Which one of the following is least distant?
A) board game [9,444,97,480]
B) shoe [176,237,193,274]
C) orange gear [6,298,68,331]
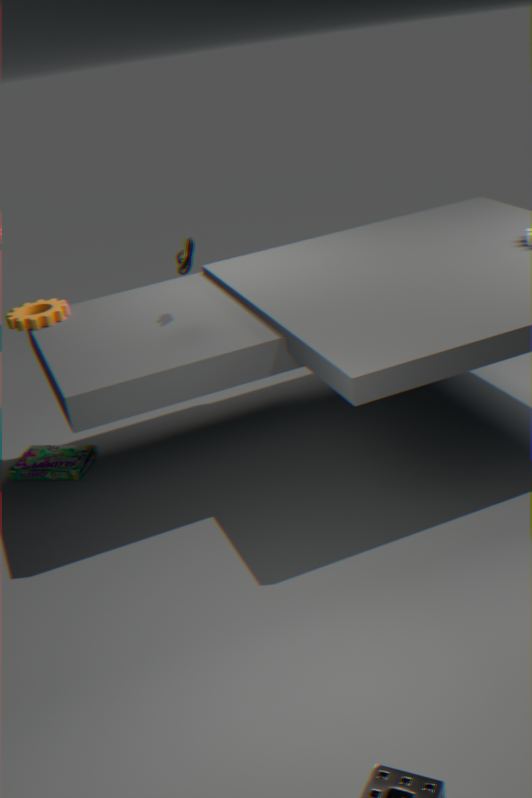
shoe [176,237,193,274]
